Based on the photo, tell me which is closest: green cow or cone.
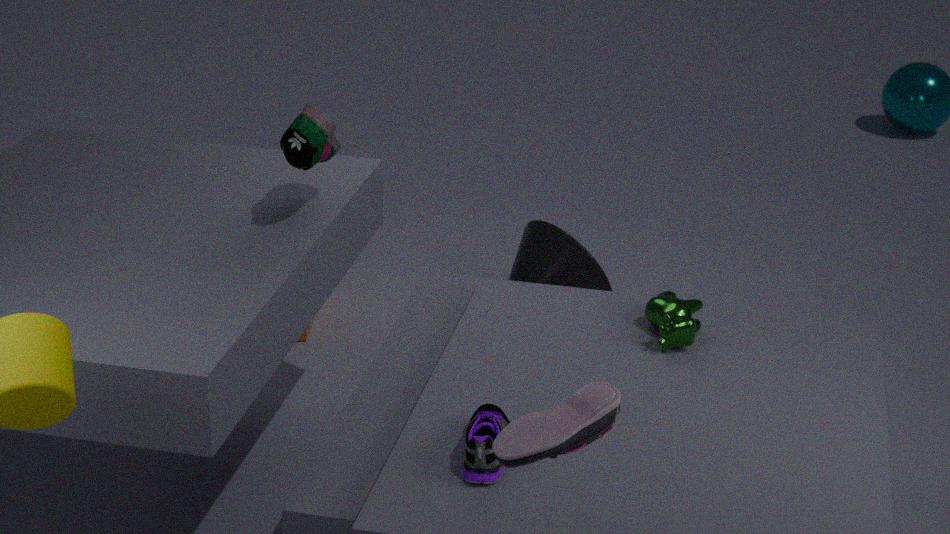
green cow
